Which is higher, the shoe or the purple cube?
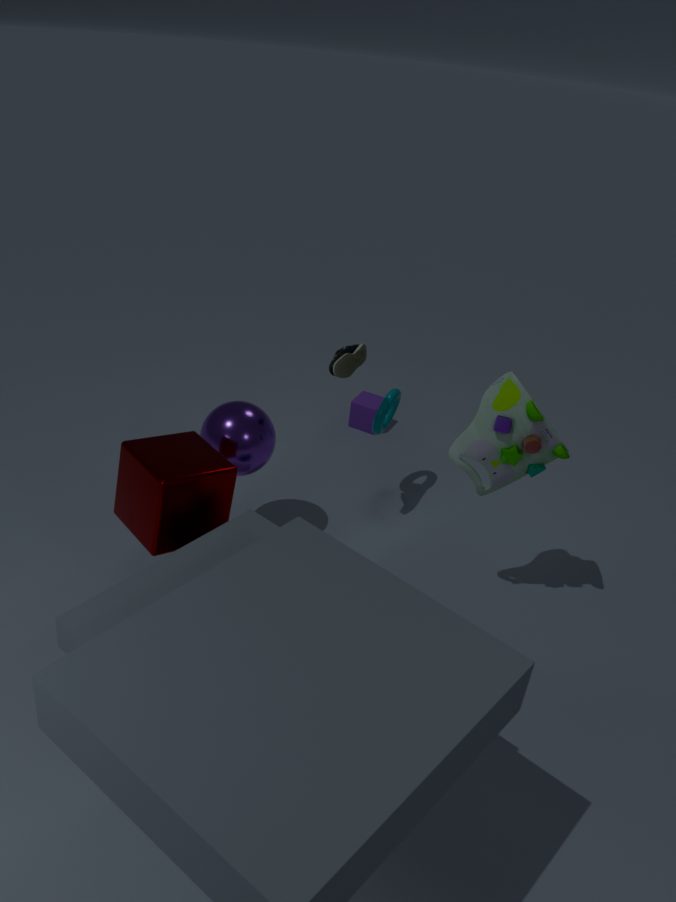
the shoe
